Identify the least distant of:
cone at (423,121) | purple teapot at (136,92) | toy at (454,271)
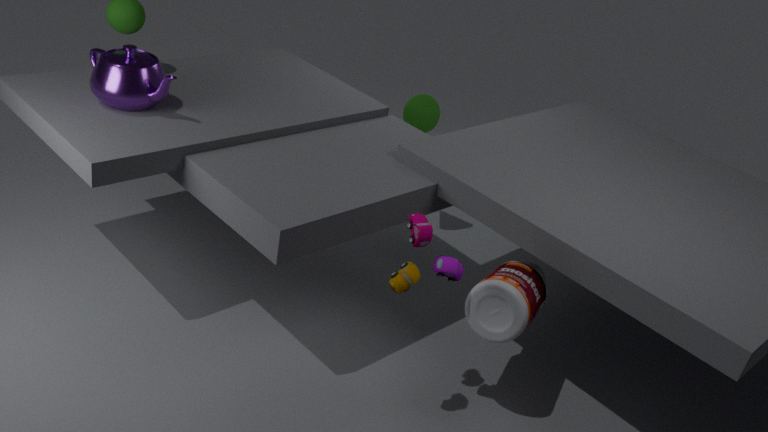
toy at (454,271)
